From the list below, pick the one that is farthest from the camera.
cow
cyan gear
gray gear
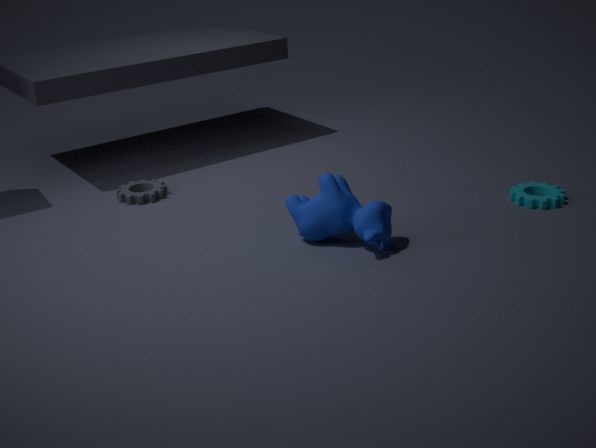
gray gear
